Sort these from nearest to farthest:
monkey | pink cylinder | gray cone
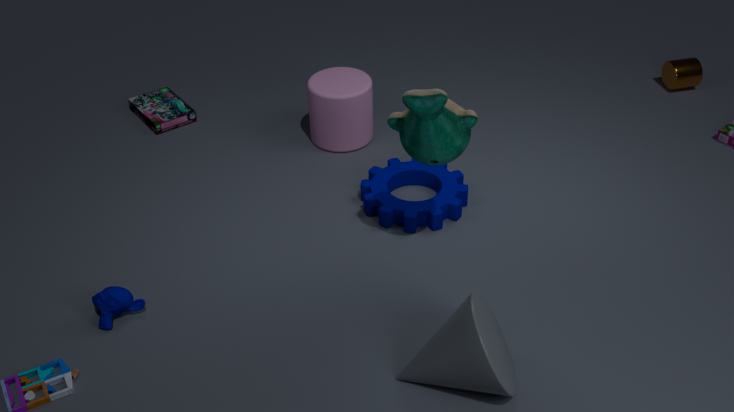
gray cone < monkey < pink cylinder
